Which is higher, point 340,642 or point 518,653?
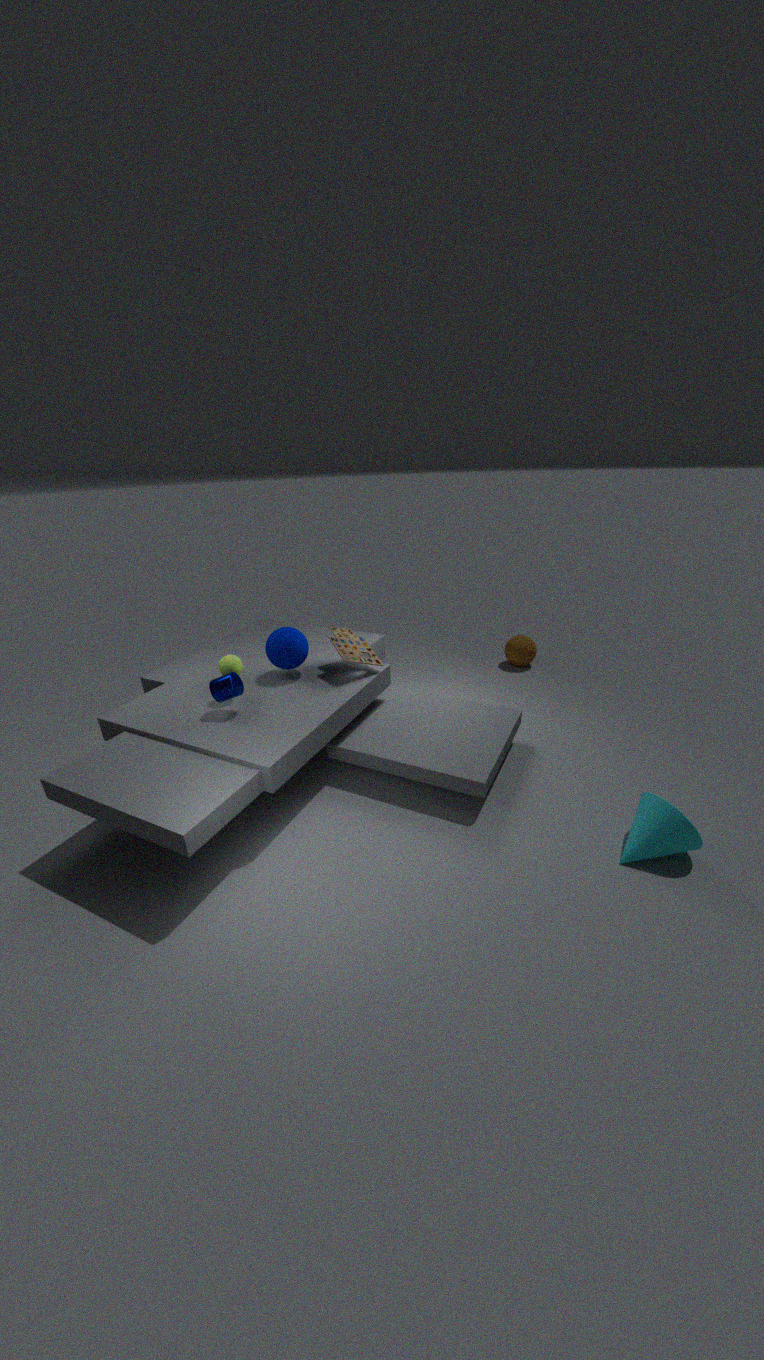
point 340,642
